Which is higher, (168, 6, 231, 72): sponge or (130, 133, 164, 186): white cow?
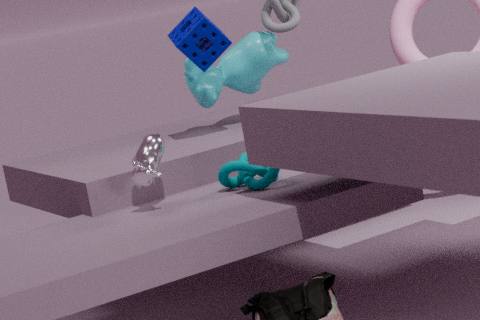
(168, 6, 231, 72): sponge
